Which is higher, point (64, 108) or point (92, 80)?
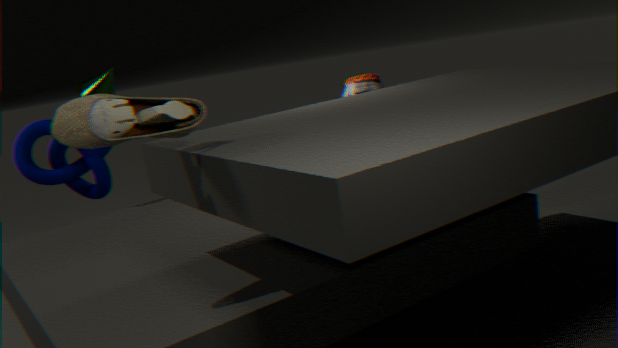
point (92, 80)
